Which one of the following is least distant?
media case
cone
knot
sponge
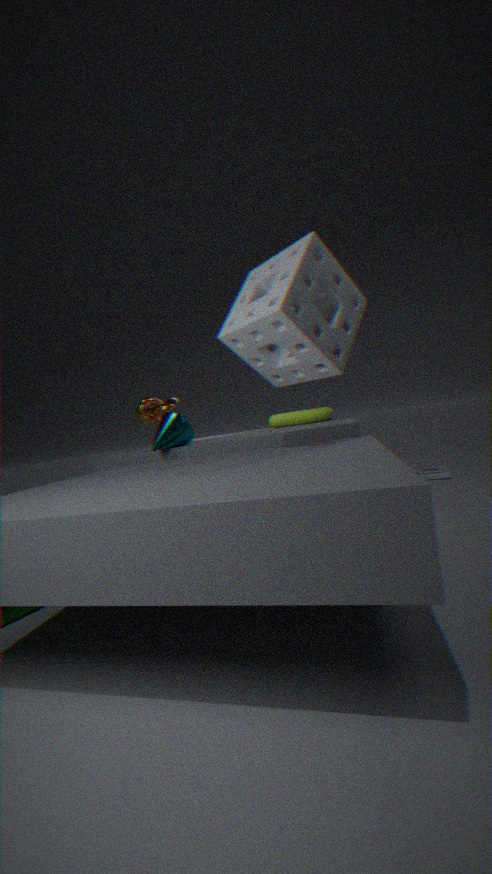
sponge
